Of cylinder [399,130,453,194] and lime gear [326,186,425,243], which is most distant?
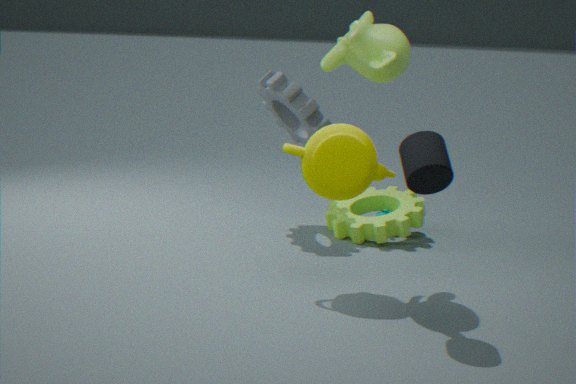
lime gear [326,186,425,243]
